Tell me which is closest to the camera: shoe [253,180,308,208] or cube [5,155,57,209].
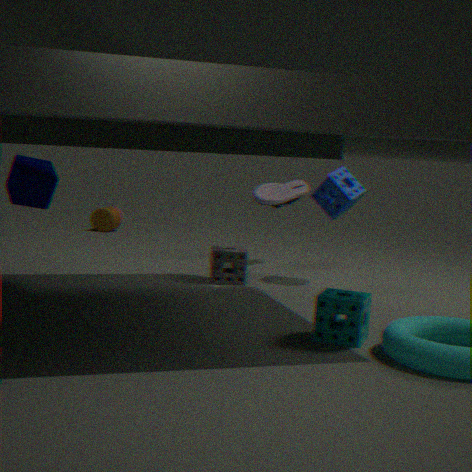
cube [5,155,57,209]
